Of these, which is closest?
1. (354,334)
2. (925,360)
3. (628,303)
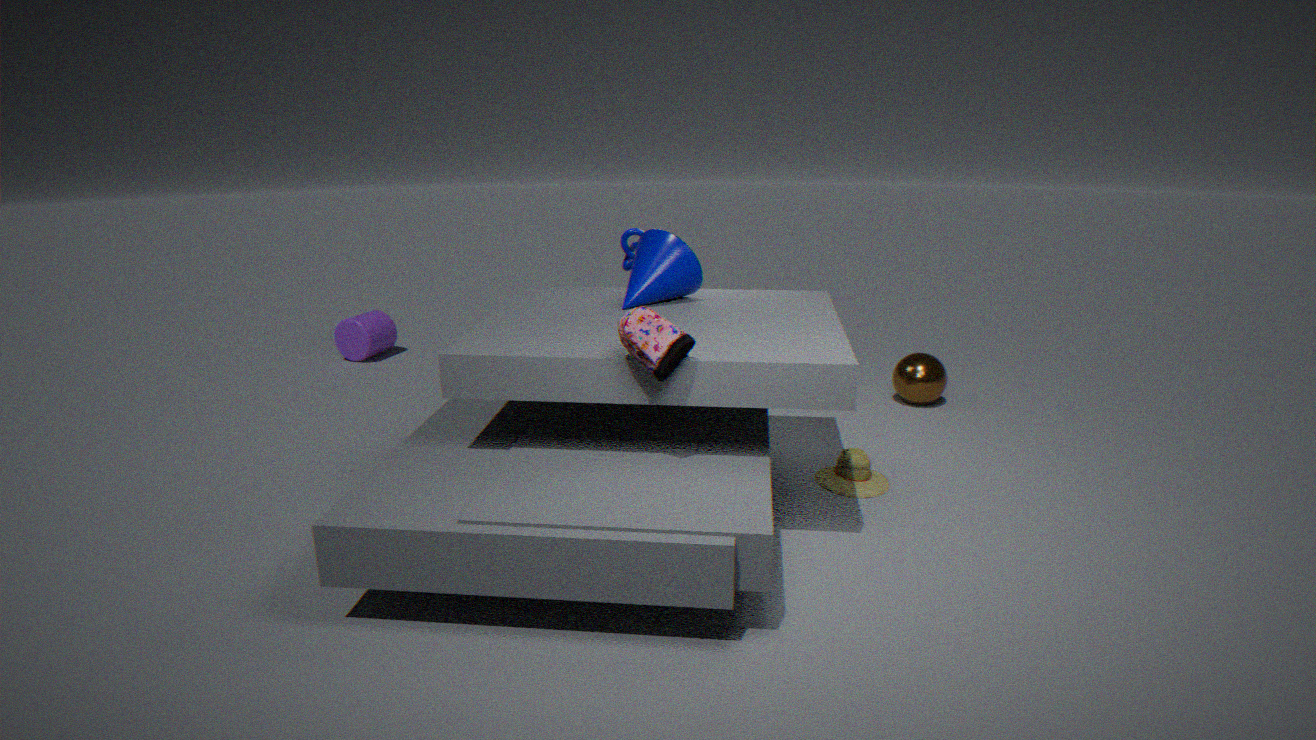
(628,303)
